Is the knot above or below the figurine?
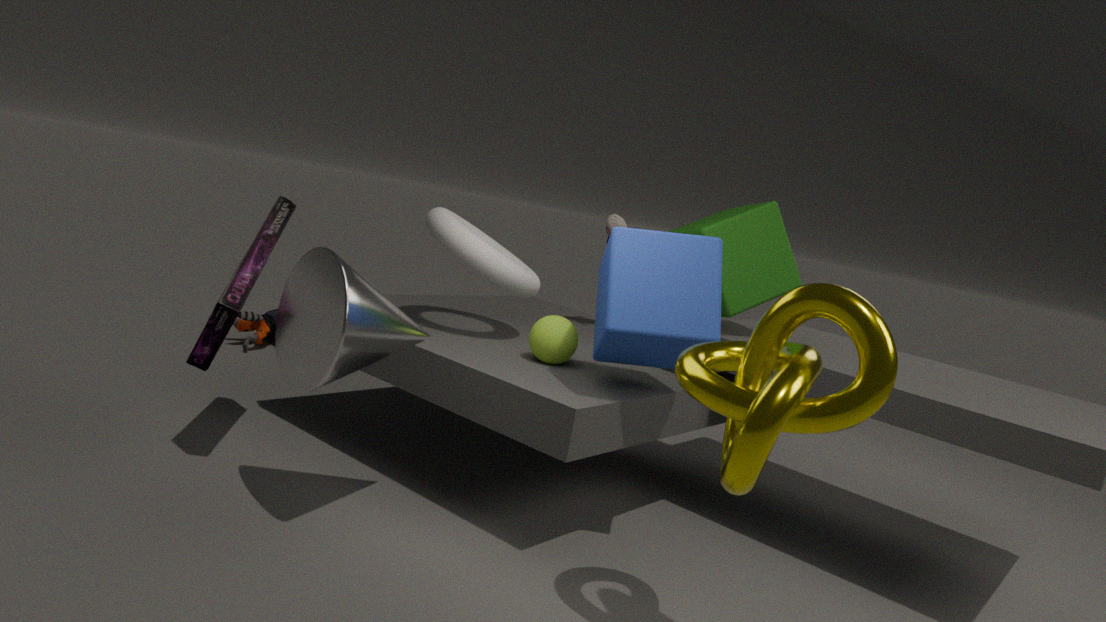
above
